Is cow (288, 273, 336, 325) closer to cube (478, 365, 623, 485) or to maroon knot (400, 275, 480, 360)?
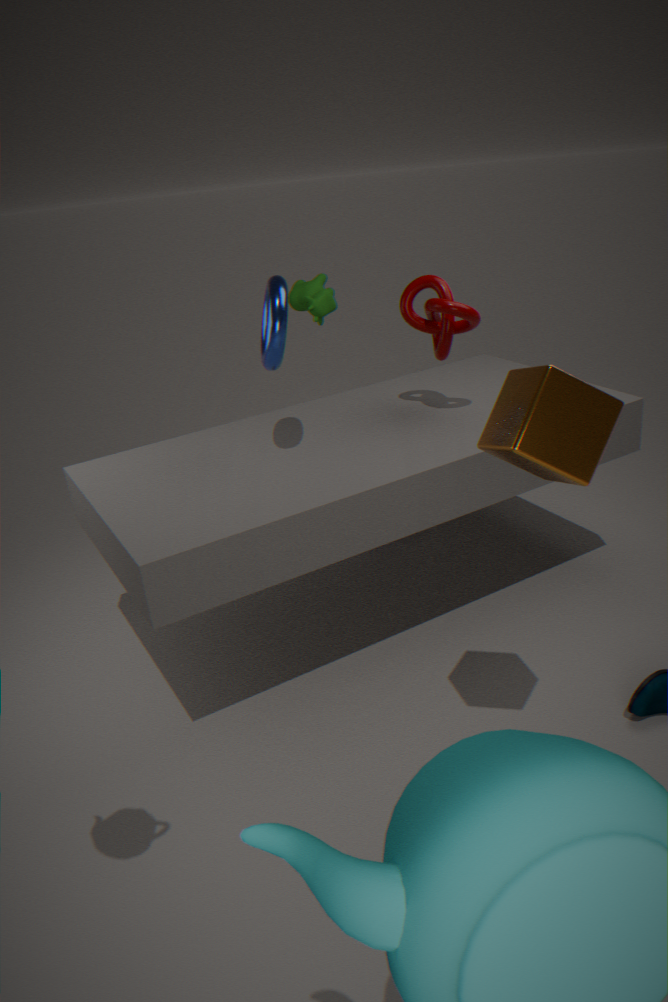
maroon knot (400, 275, 480, 360)
